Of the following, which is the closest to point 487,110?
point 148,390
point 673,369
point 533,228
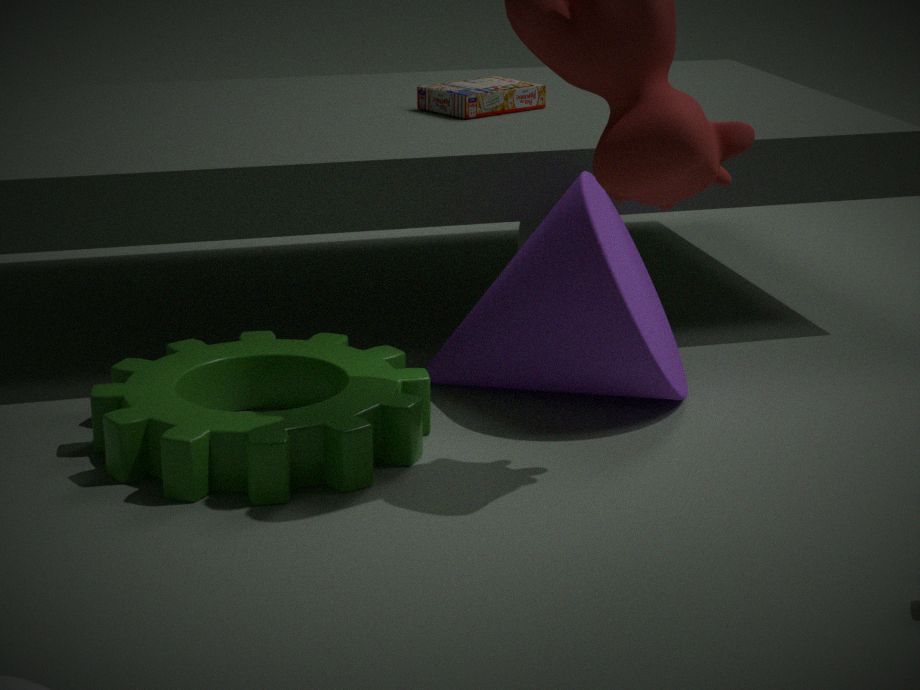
point 533,228
